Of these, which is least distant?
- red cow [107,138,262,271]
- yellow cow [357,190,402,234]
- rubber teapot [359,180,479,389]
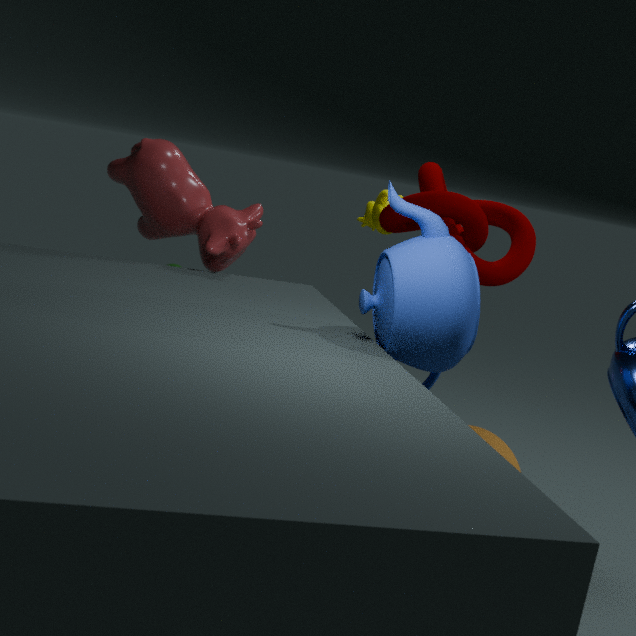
rubber teapot [359,180,479,389]
